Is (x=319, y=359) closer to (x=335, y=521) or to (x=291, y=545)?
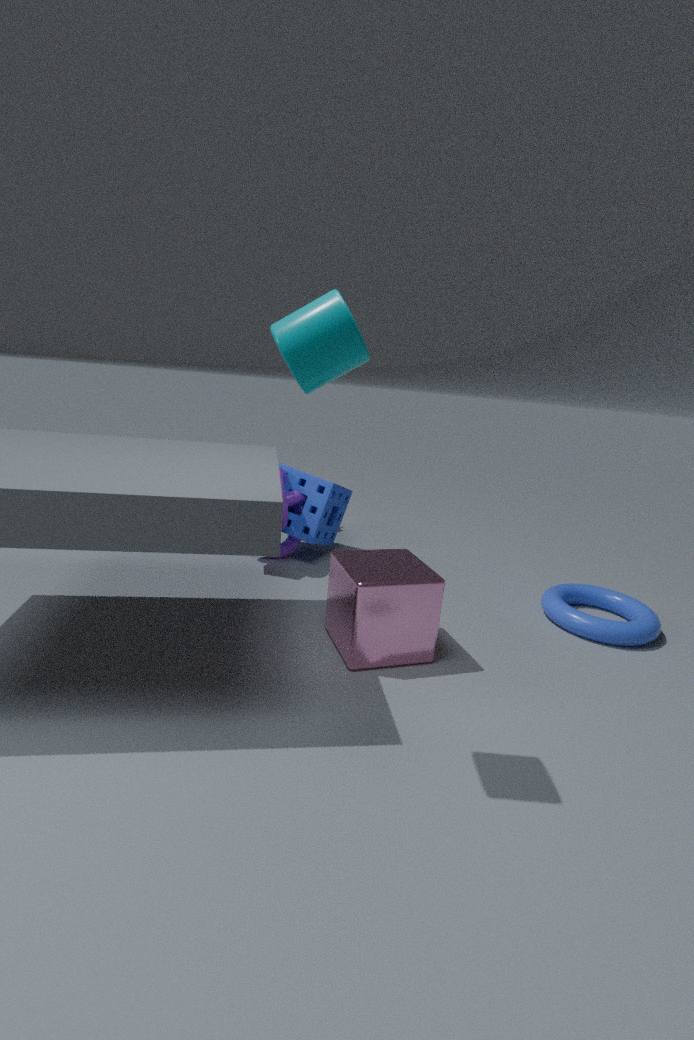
(x=291, y=545)
